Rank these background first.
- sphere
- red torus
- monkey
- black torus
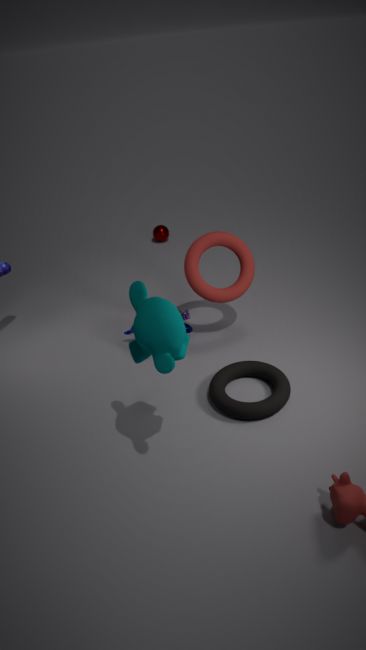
1. sphere
2. red torus
3. black torus
4. monkey
